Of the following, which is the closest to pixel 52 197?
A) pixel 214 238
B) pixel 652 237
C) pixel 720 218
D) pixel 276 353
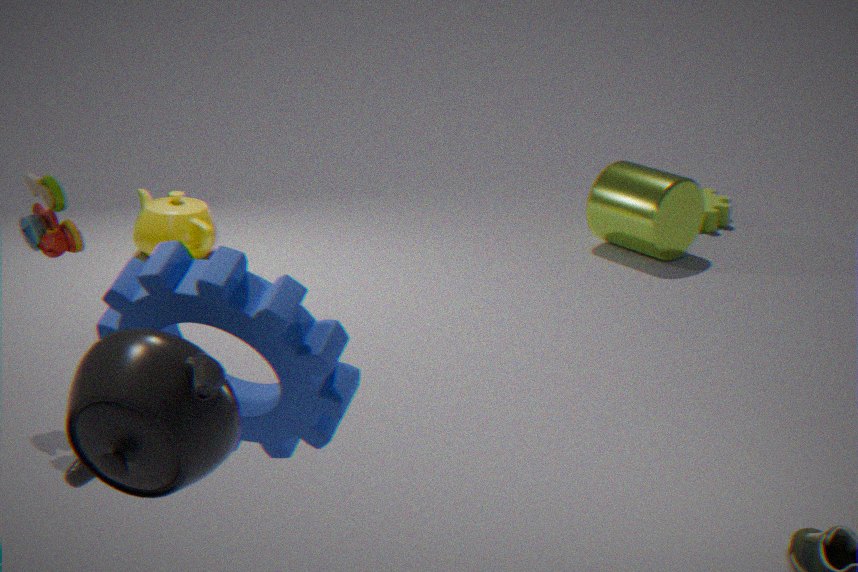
pixel 276 353
